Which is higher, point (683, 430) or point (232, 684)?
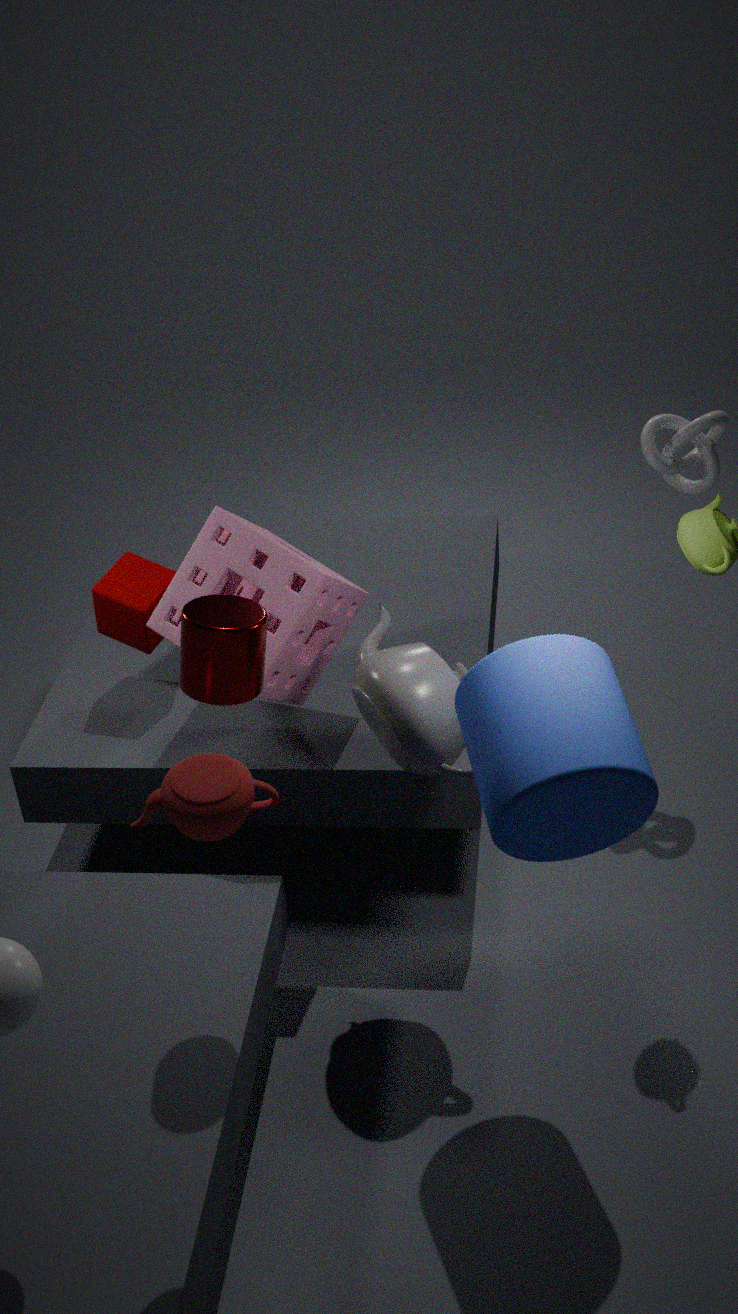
point (232, 684)
